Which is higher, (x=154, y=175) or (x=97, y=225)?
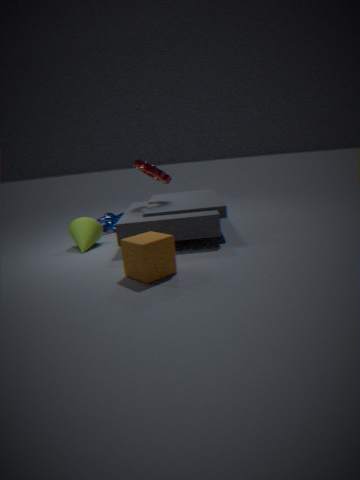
(x=154, y=175)
